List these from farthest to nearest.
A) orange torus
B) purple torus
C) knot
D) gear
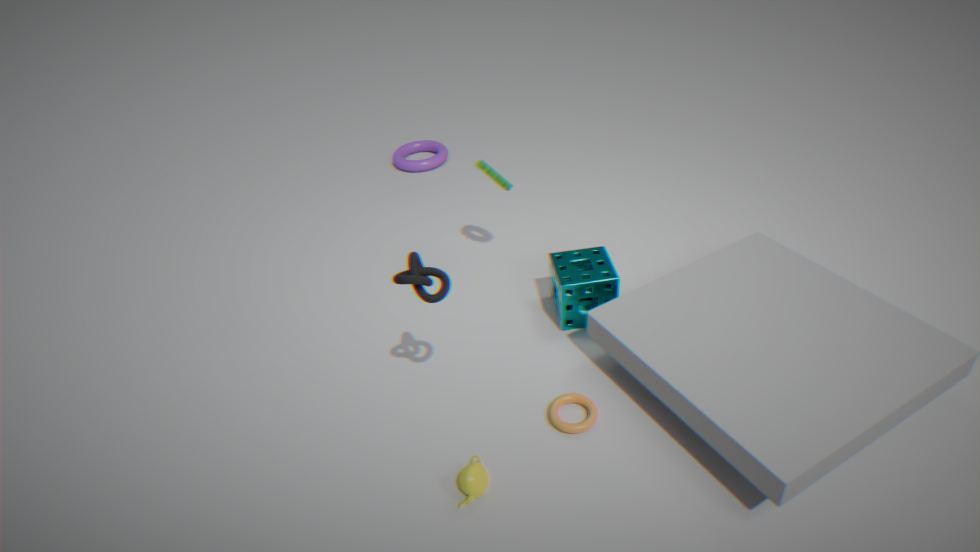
purple torus < gear < orange torus < knot
